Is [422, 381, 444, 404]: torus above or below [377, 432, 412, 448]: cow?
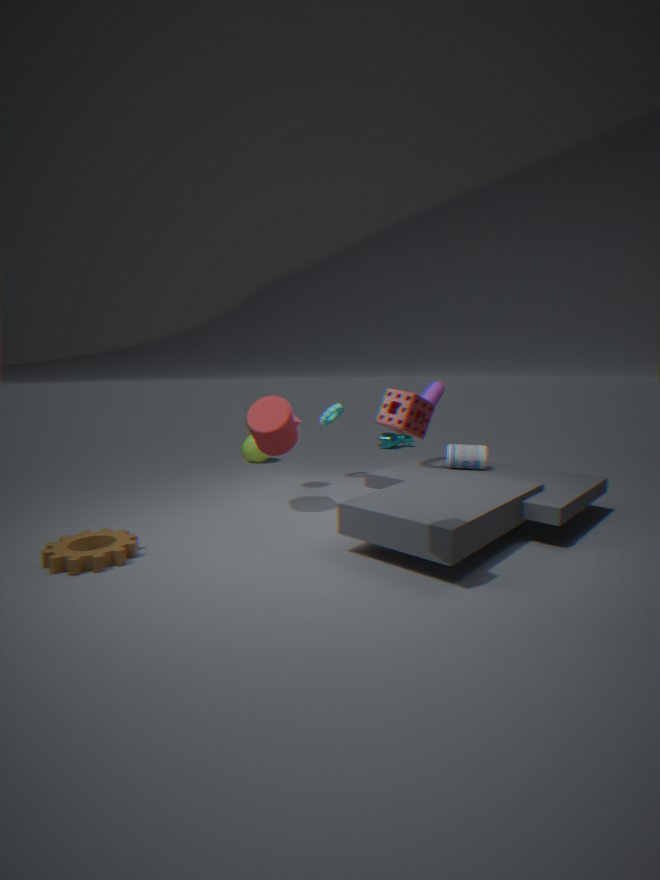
above
